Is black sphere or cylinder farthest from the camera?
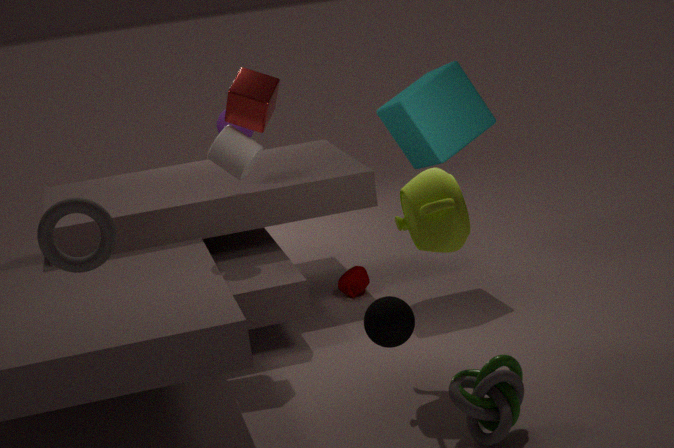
cylinder
